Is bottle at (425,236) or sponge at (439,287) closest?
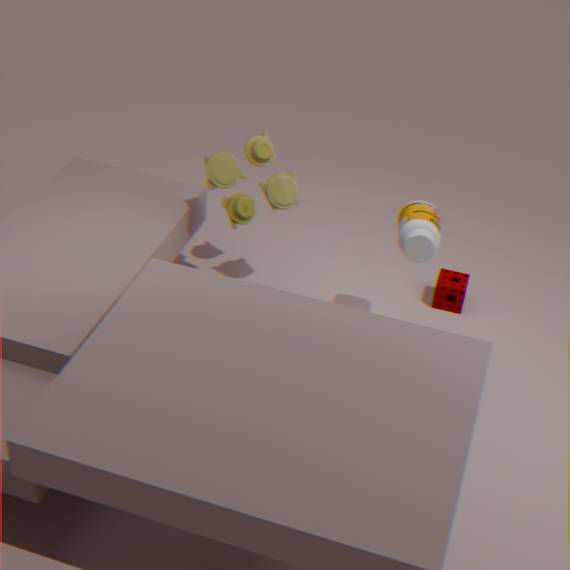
bottle at (425,236)
